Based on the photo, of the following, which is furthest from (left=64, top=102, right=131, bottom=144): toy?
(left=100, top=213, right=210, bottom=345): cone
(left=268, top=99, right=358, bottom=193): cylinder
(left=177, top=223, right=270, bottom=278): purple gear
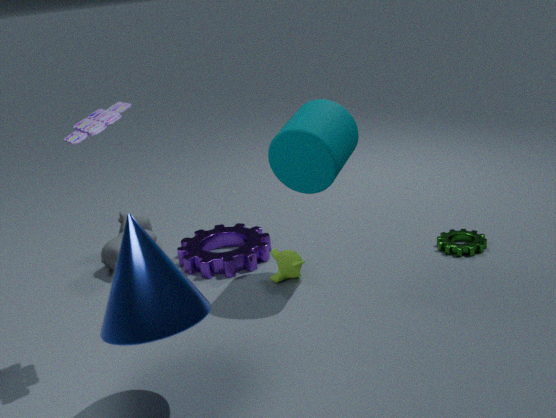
(left=177, top=223, right=270, bottom=278): purple gear
